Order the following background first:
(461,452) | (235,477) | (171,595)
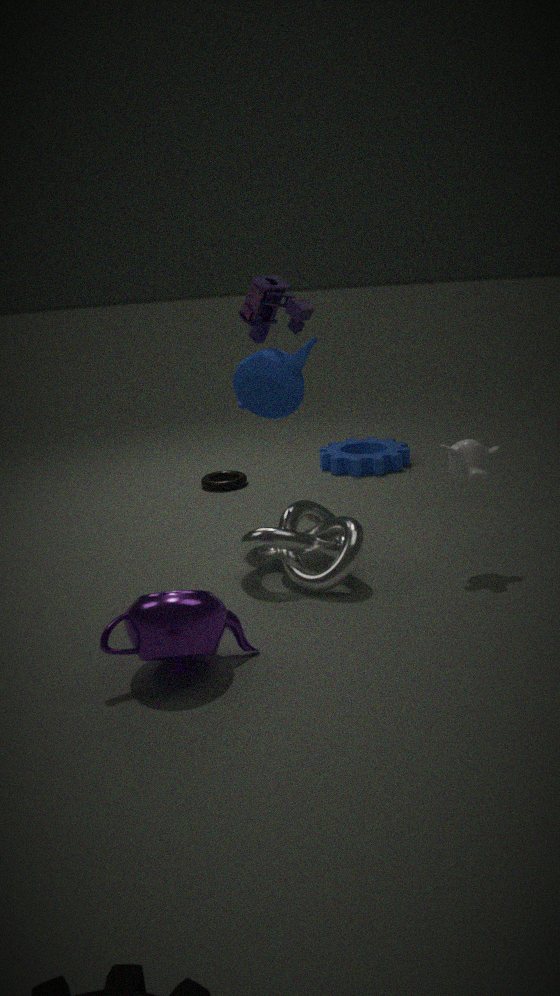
(235,477) → (461,452) → (171,595)
